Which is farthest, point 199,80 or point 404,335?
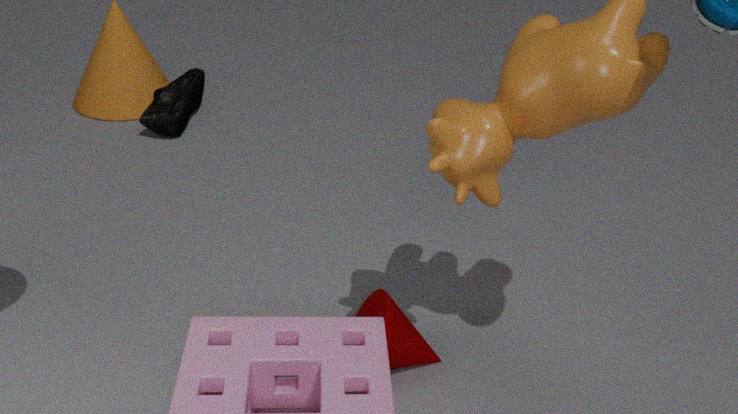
point 199,80
